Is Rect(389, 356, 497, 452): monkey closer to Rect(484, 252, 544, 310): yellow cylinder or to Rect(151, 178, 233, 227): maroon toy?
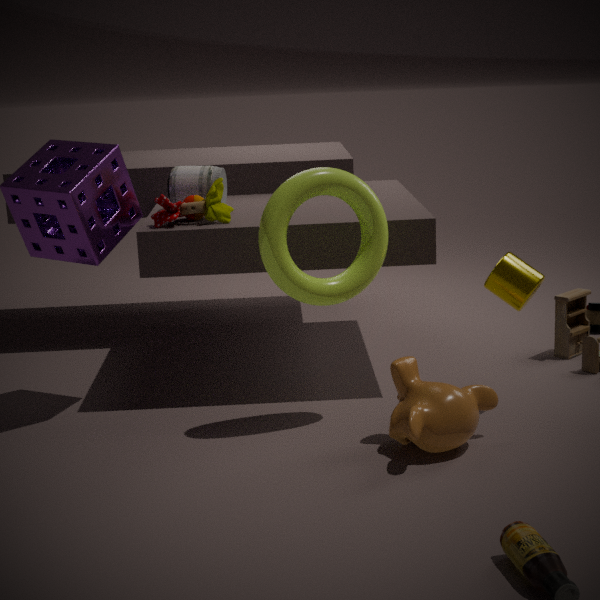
Rect(484, 252, 544, 310): yellow cylinder
